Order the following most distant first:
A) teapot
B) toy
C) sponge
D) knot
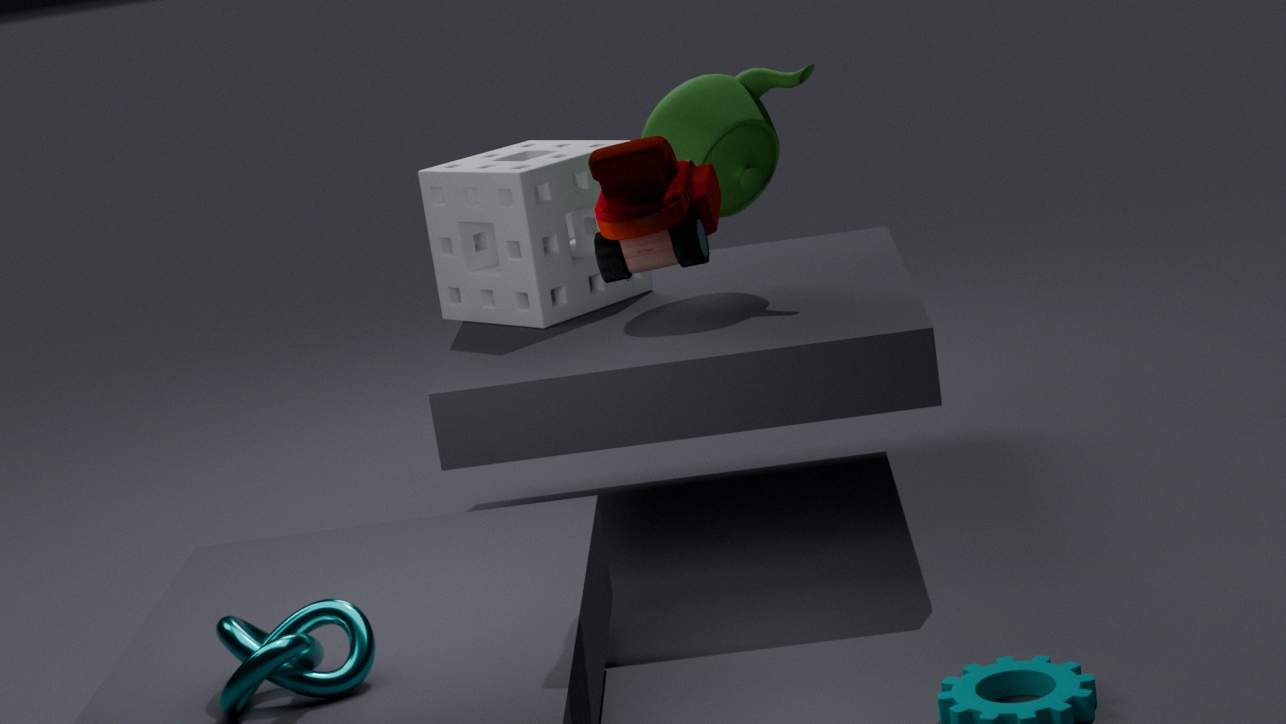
C. sponge < A. teapot < B. toy < D. knot
